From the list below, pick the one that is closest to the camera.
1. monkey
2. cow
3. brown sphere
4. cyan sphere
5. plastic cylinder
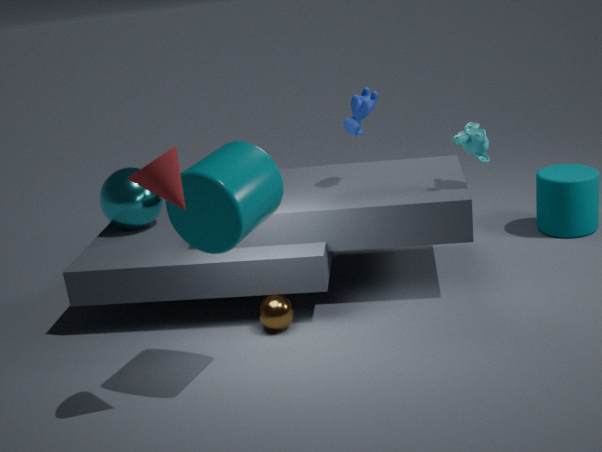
plastic cylinder
